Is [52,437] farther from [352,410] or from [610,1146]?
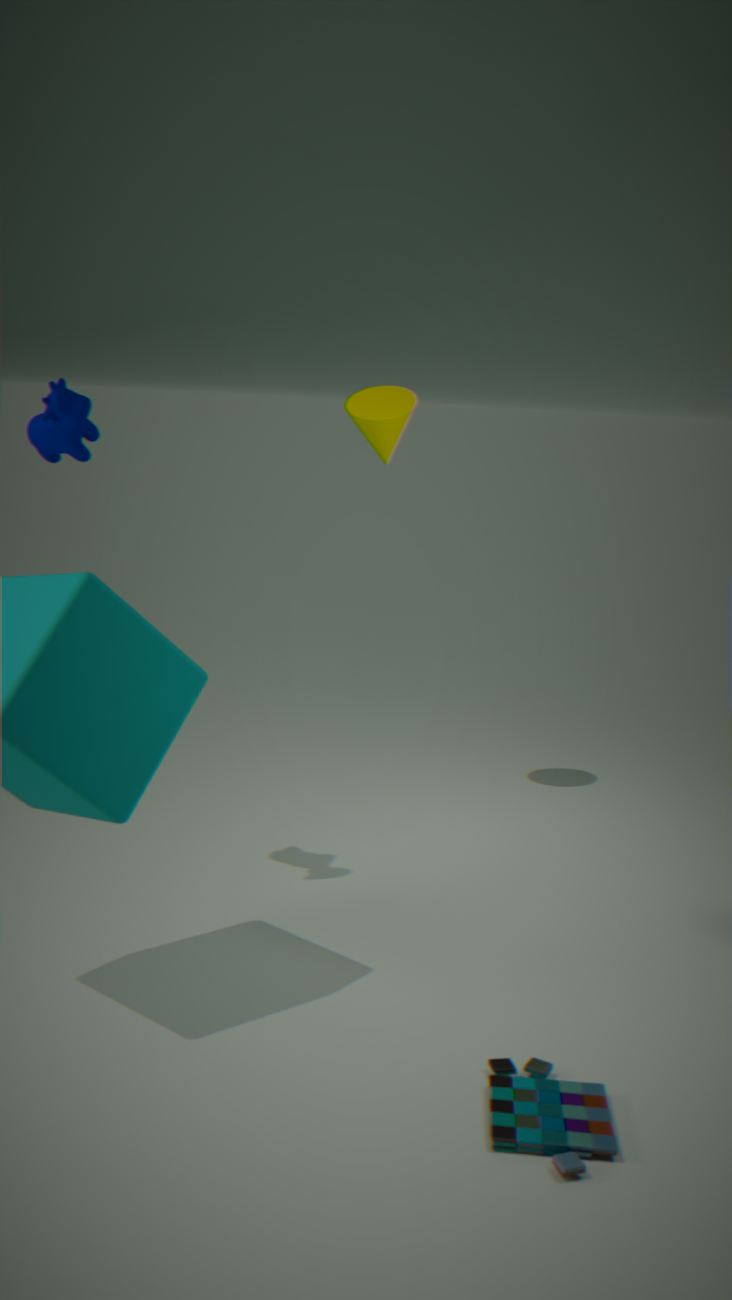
[610,1146]
